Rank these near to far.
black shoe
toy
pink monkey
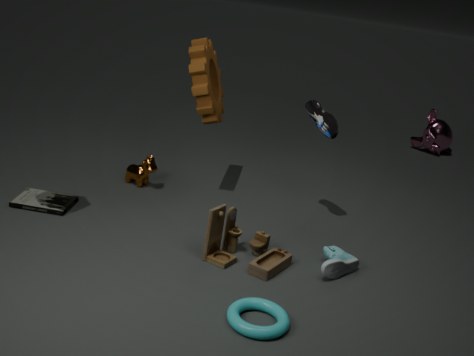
1. toy
2. black shoe
3. pink monkey
